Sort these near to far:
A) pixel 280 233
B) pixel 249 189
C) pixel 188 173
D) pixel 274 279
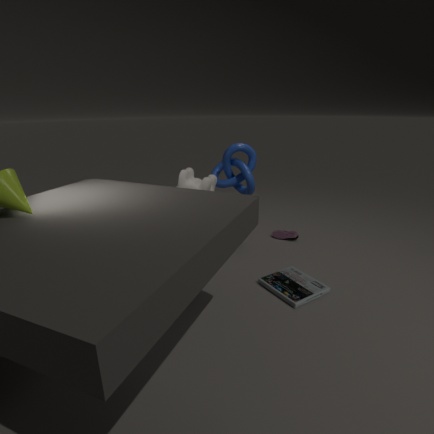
pixel 188 173
pixel 274 279
pixel 249 189
pixel 280 233
